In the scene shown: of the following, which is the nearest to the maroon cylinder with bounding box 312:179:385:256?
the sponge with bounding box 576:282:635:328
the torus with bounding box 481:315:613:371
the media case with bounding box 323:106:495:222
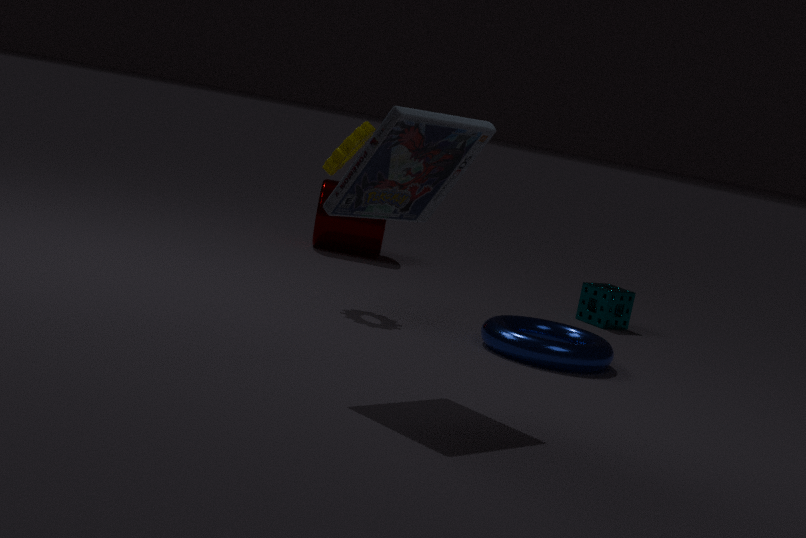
the sponge with bounding box 576:282:635:328
